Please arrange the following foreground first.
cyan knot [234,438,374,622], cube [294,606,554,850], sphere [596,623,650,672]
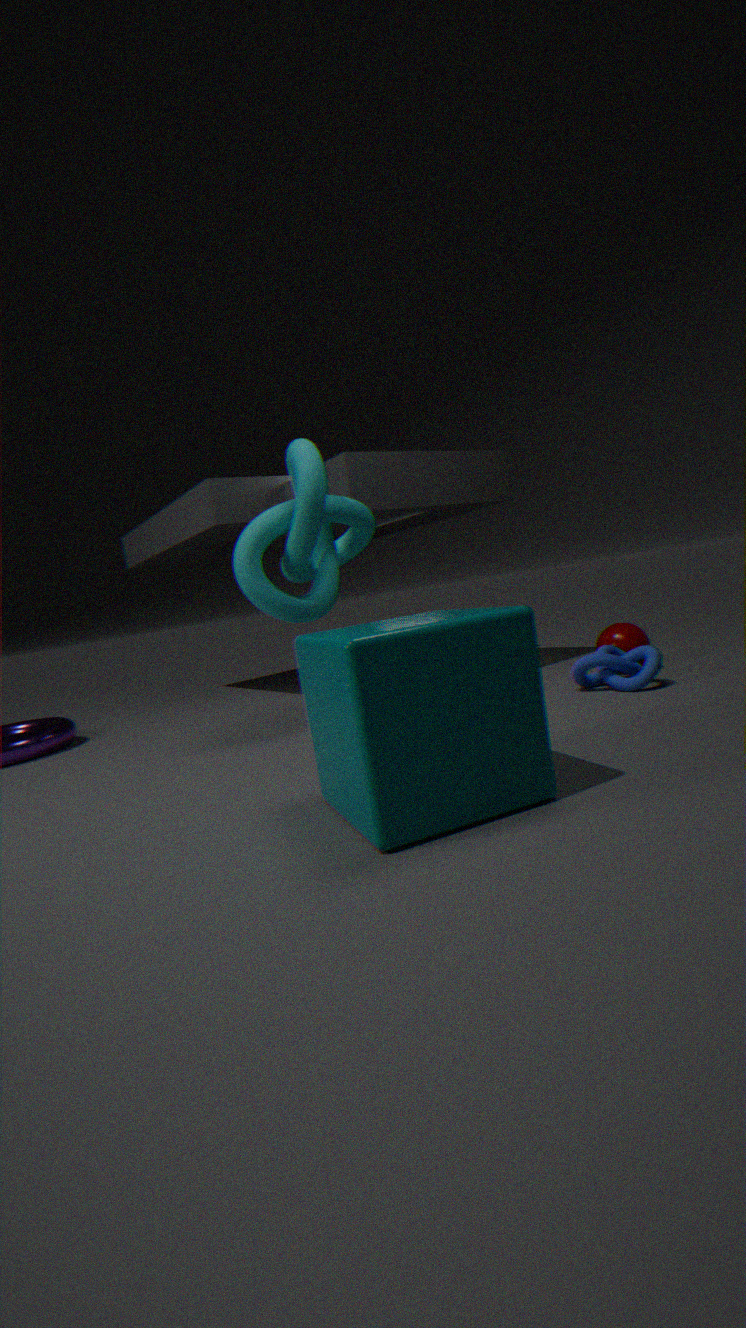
cube [294,606,554,850] → cyan knot [234,438,374,622] → sphere [596,623,650,672]
